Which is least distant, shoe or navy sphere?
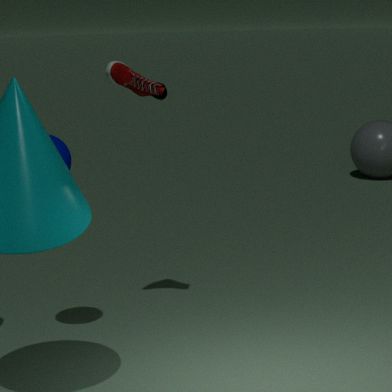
navy sphere
